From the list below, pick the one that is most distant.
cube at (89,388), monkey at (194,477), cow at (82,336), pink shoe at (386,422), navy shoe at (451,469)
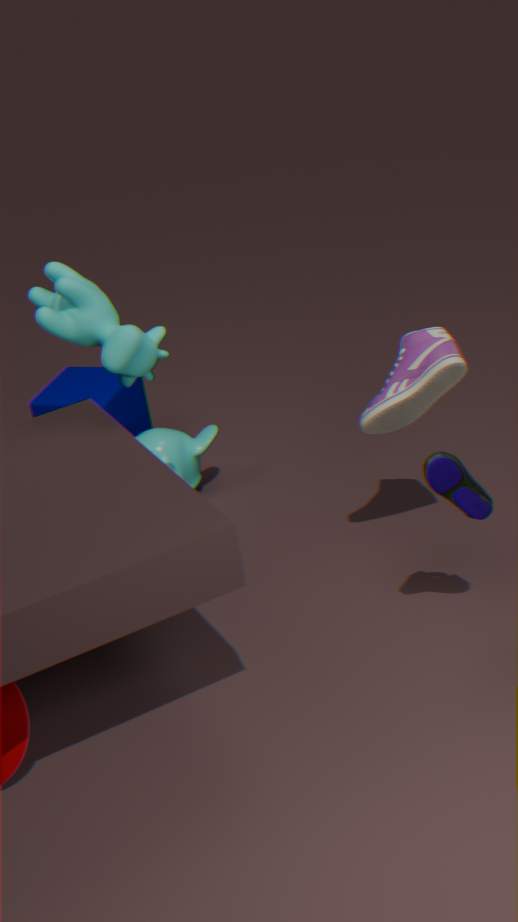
cube at (89,388)
